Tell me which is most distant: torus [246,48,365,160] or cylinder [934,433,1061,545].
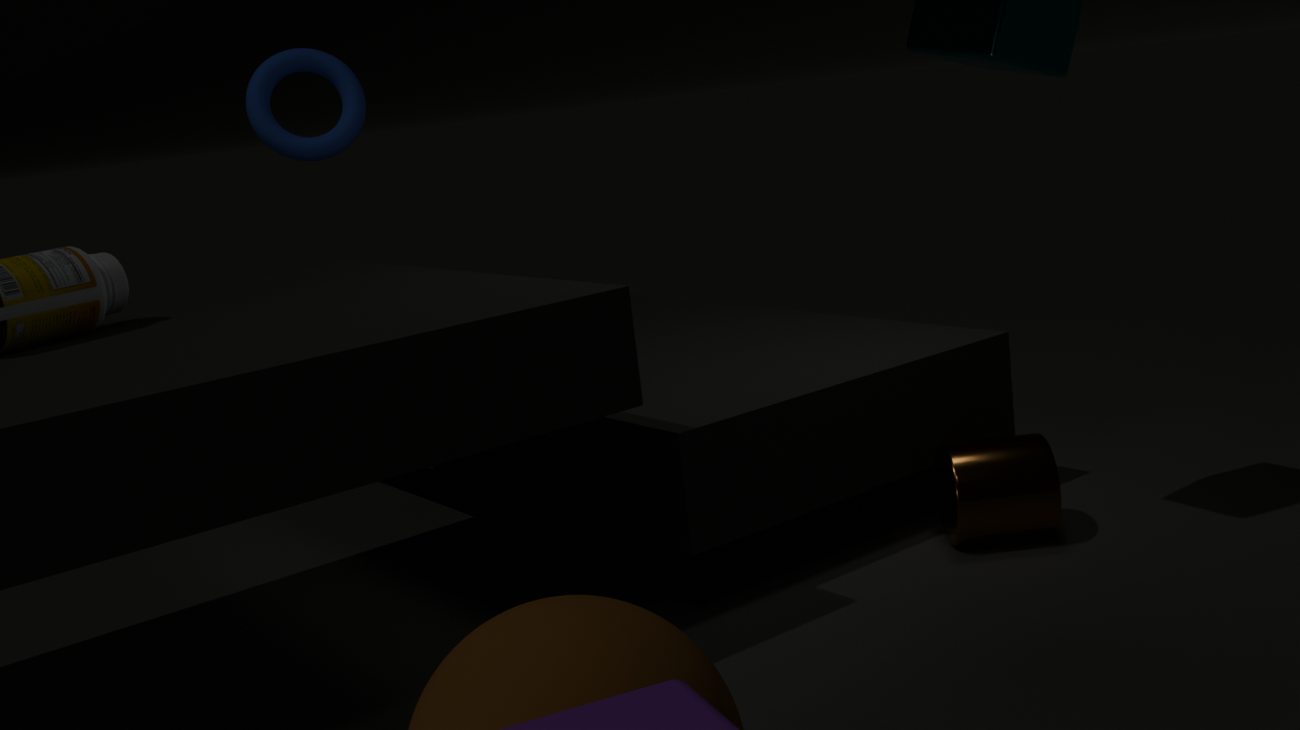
torus [246,48,365,160]
